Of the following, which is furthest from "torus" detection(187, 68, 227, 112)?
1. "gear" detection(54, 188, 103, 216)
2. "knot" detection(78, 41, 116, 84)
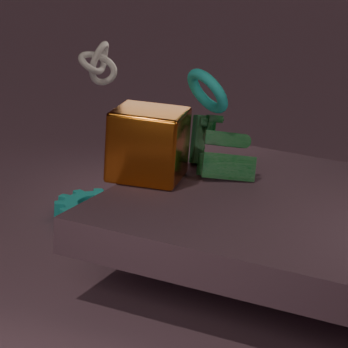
"knot" detection(78, 41, 116, 84)
